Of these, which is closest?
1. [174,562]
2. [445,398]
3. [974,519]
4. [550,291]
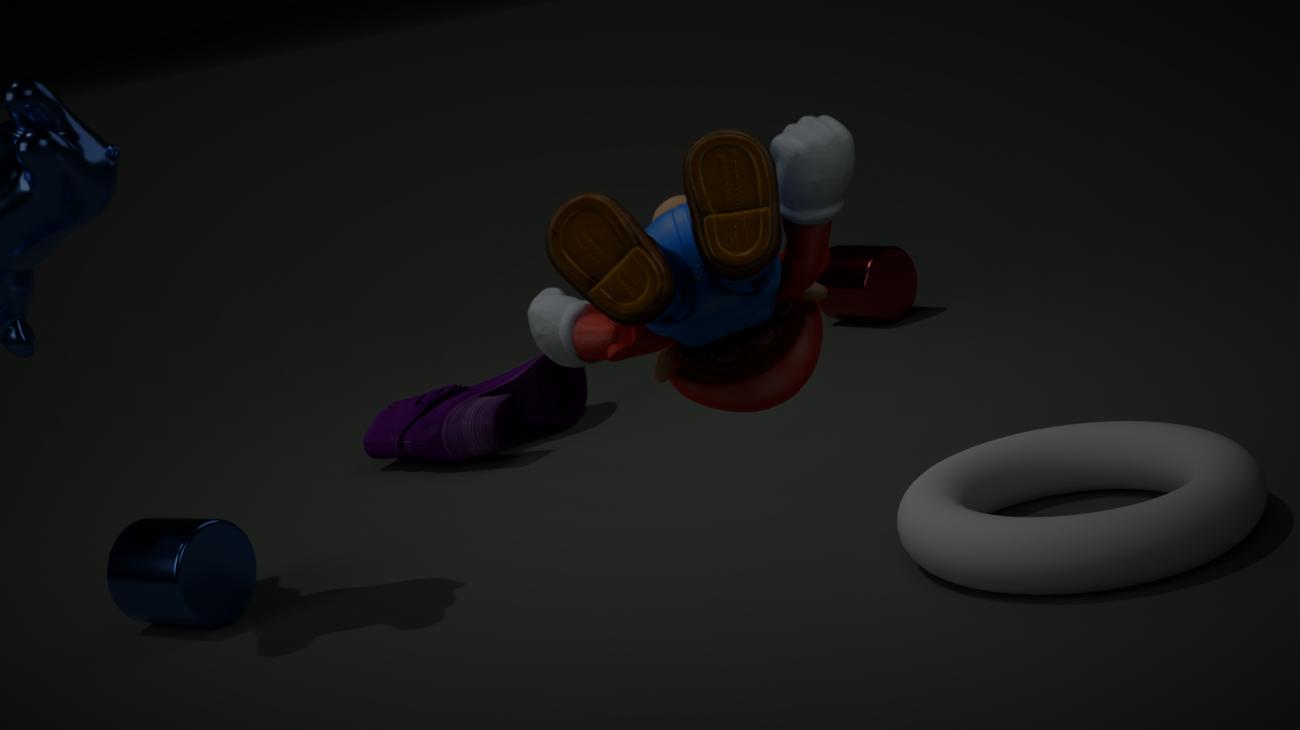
[550,291]
